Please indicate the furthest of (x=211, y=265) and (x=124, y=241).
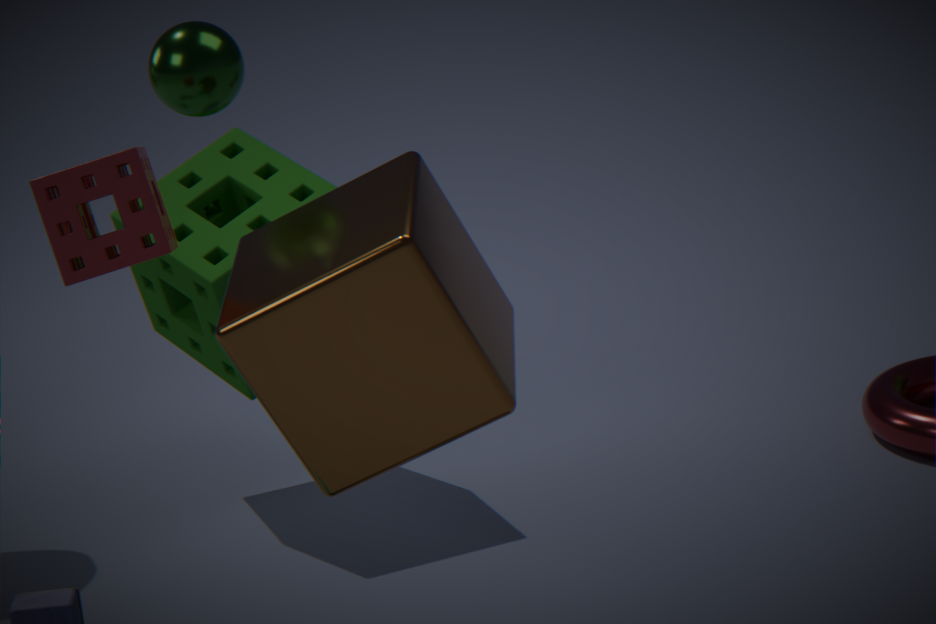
(x=211, y=265)
